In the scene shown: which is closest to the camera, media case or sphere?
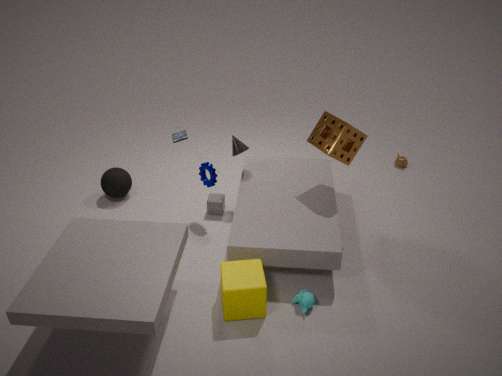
media case
